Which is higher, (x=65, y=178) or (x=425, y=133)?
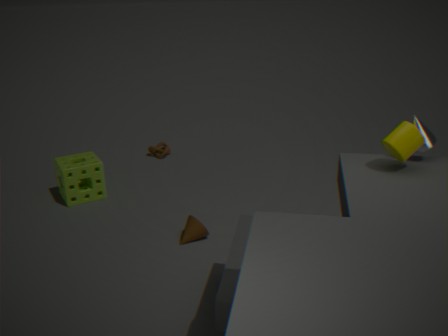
(x=425, y=133)
